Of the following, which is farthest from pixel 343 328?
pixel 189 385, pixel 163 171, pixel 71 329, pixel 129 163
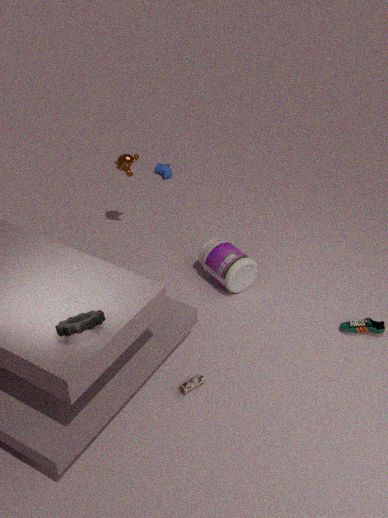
pixel 163 171
